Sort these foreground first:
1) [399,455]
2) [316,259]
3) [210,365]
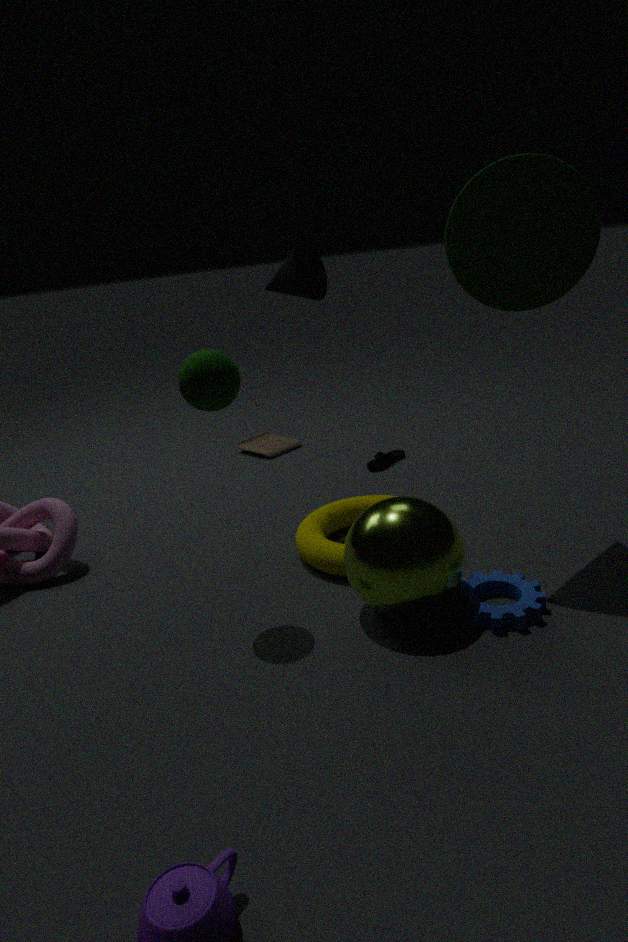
3
2
1
